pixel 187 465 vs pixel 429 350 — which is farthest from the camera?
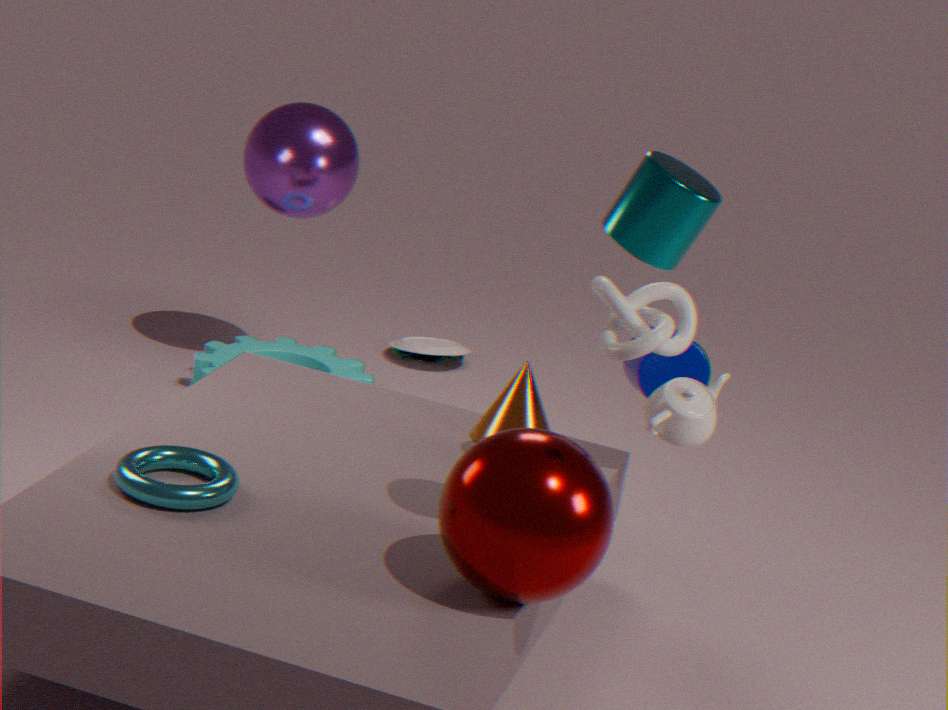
pixel 429 350
